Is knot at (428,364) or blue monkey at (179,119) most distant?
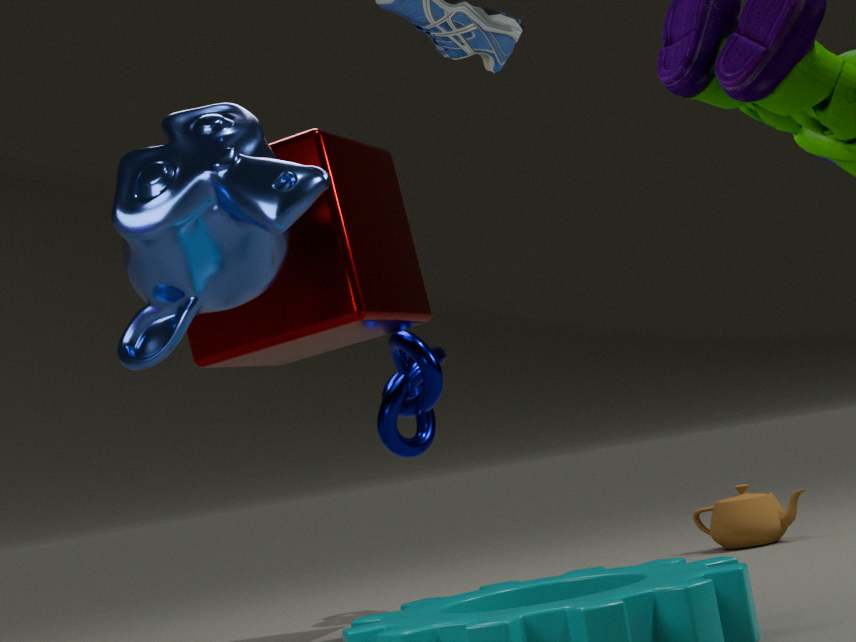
knot at (428,364)
